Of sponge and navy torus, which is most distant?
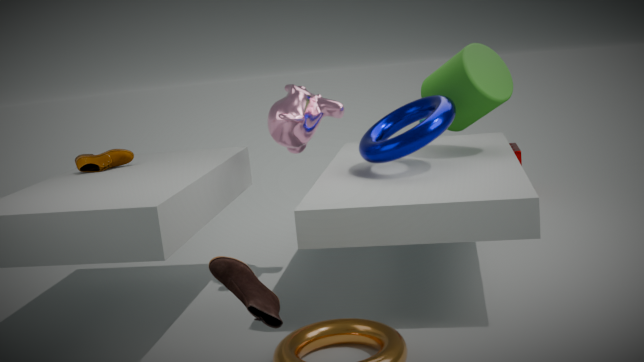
sponge
